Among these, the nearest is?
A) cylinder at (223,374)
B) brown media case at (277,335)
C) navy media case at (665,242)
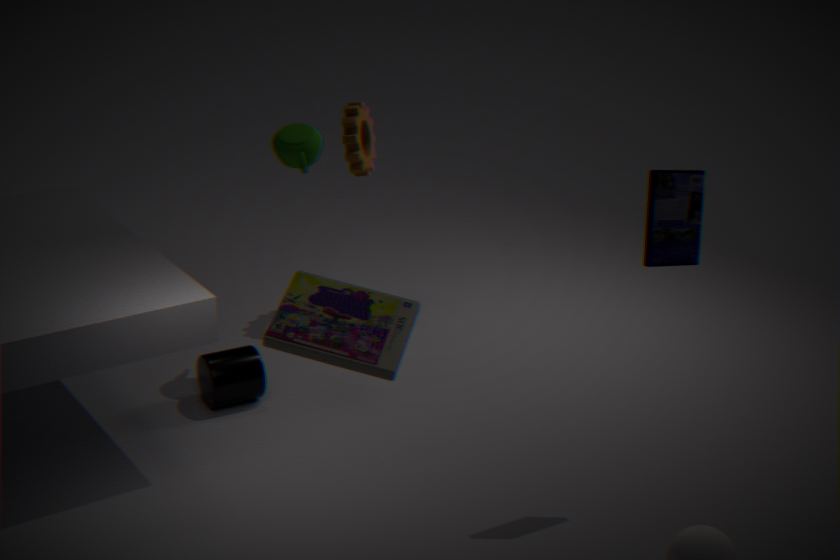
brown media case at (277,335)
